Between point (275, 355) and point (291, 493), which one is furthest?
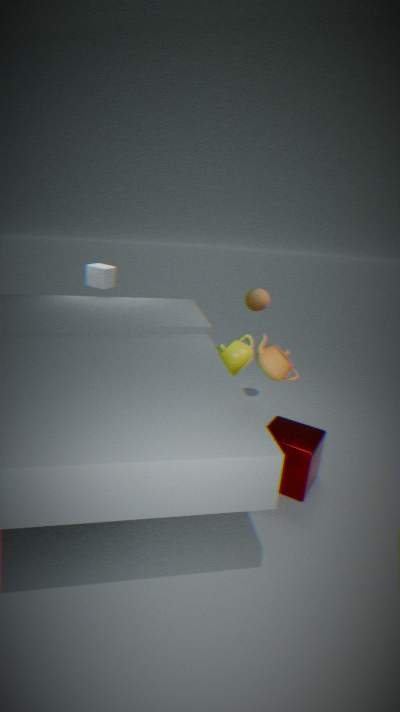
point (291, 493)
